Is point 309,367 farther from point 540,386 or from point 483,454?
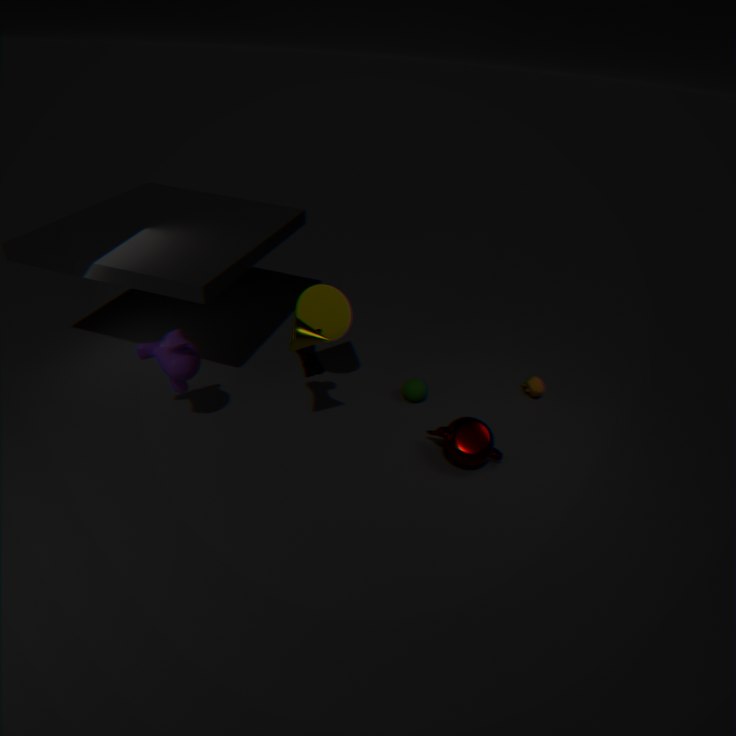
point 540,386
